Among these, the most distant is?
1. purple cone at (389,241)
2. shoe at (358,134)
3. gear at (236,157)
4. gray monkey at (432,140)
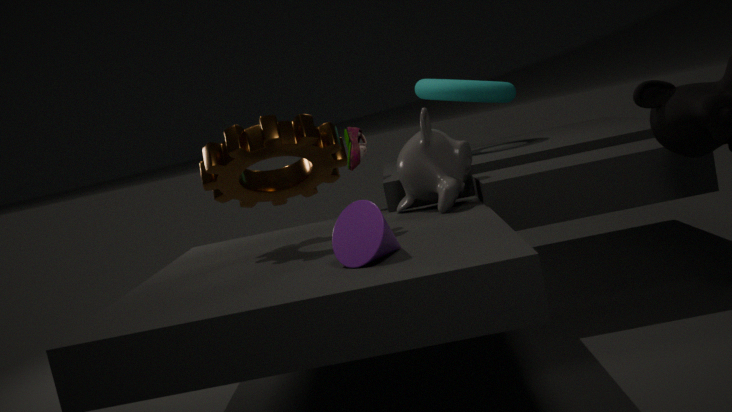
shoe at (358,134)
